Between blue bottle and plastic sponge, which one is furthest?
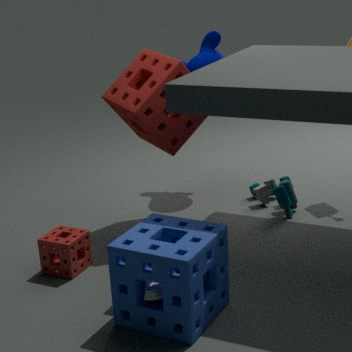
plastic sponge
